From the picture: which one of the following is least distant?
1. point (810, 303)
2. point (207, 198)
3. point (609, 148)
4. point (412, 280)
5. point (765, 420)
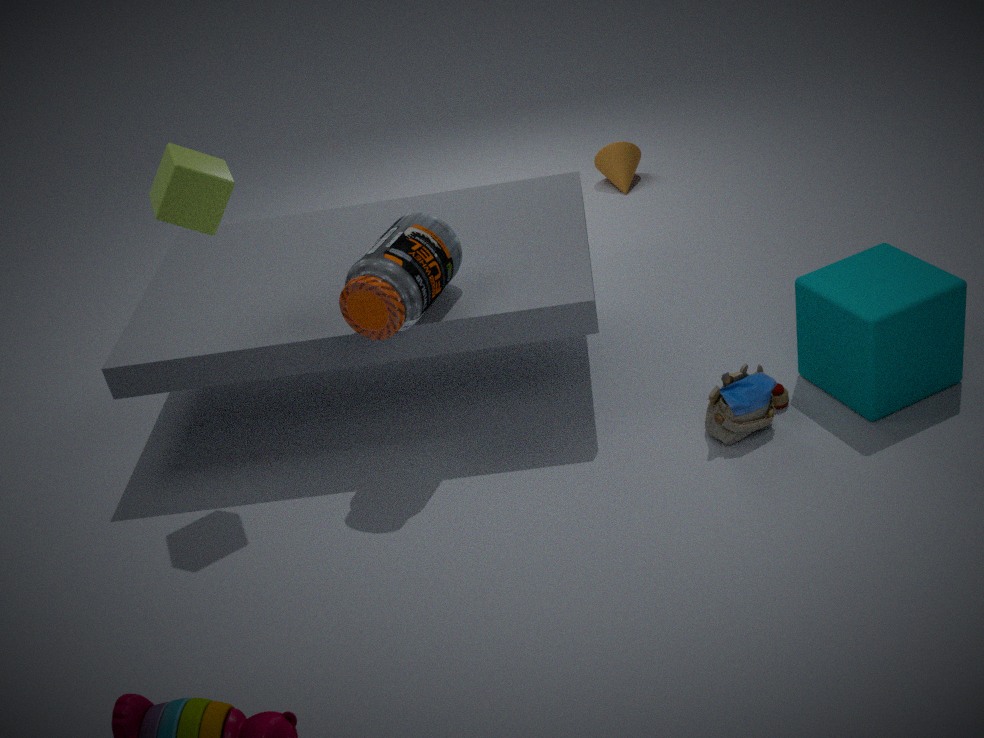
point (207, 198)
